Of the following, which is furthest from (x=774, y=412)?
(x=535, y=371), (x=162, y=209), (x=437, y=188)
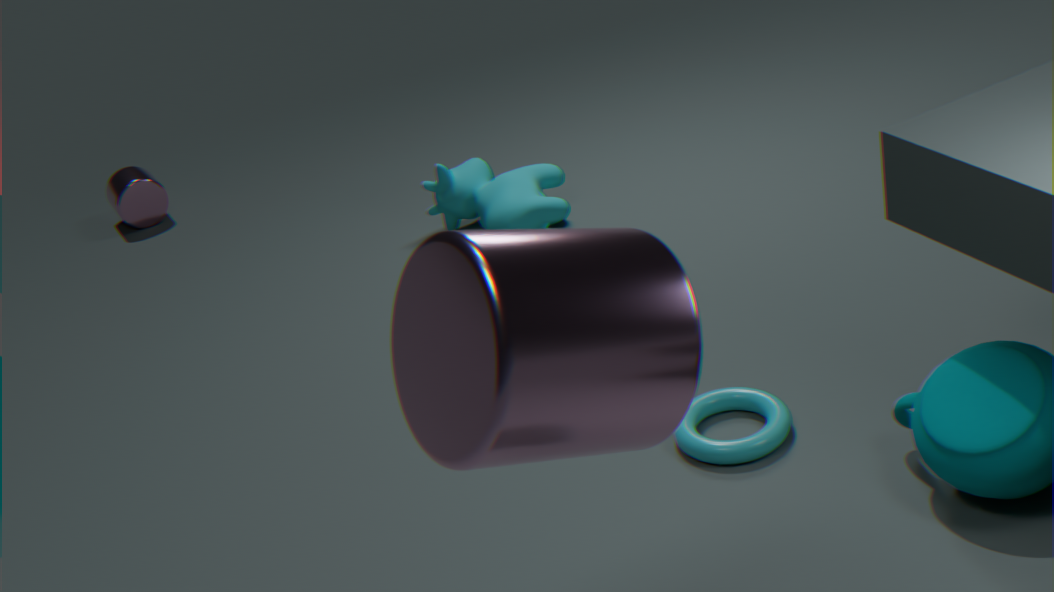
(x=162, y=209)
